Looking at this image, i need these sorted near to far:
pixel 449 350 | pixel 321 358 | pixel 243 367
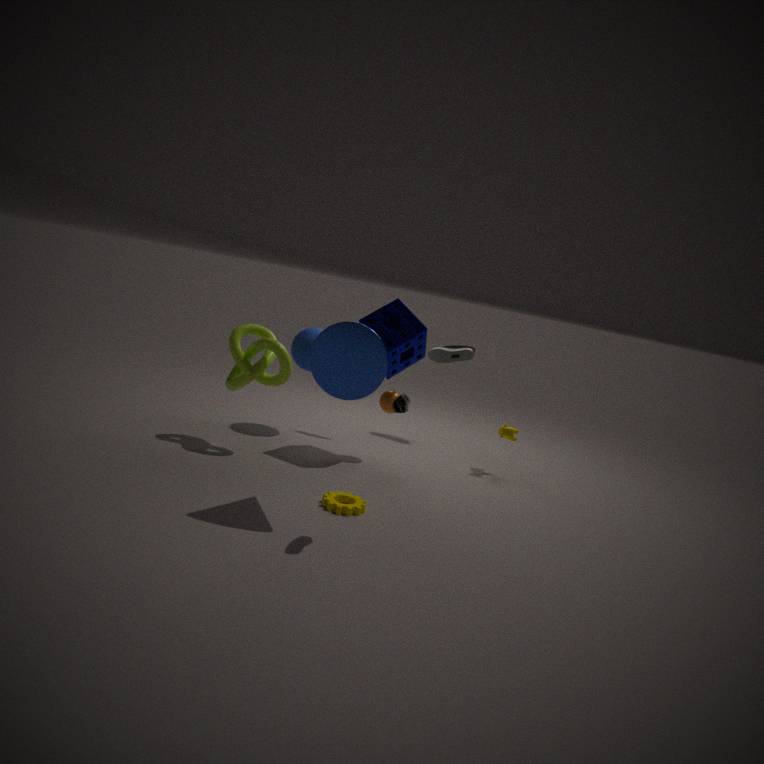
pixel 321 358 < pixel 243 367 < pixel 449 350
